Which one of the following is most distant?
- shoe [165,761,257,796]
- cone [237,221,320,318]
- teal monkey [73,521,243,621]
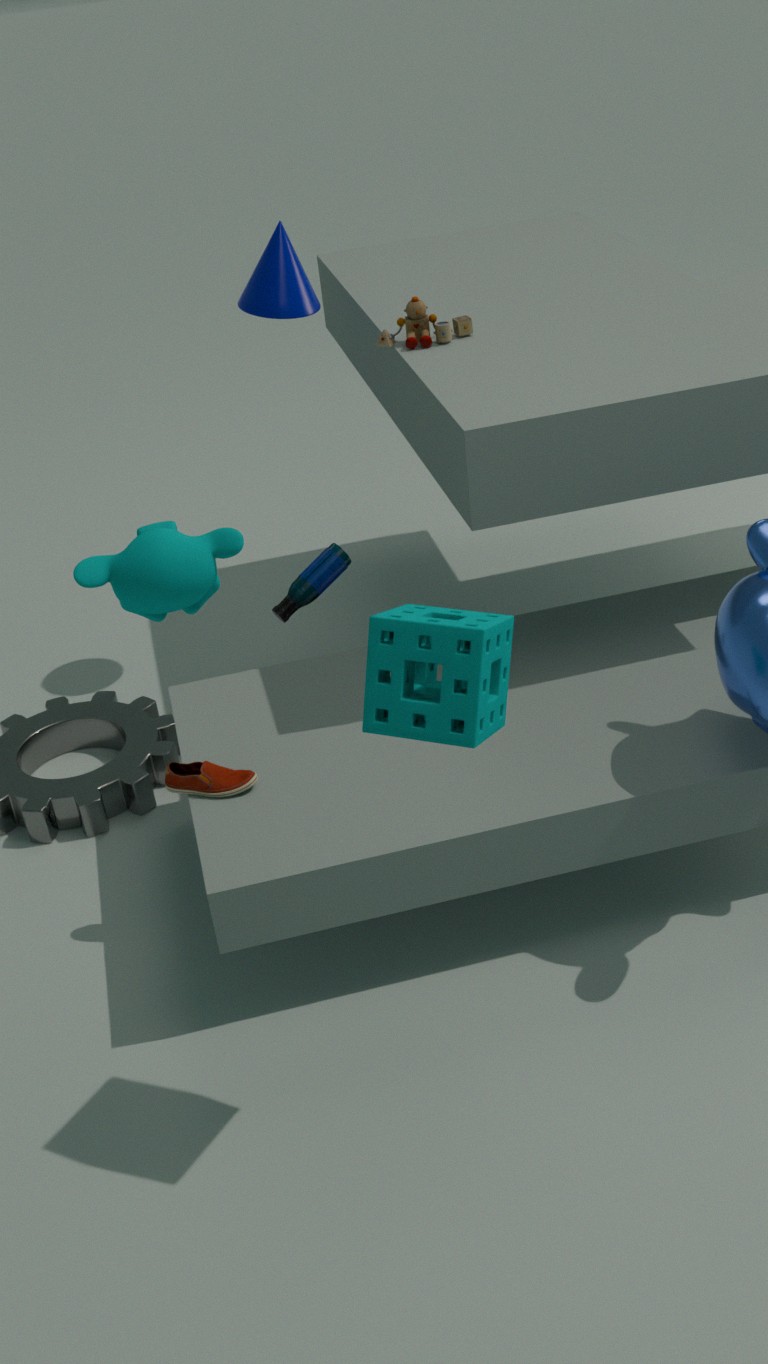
cone [237,221,320,318]
